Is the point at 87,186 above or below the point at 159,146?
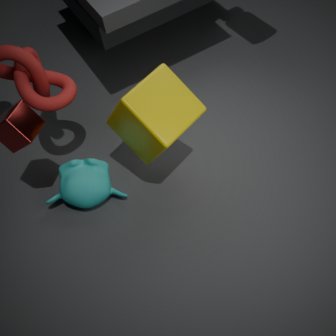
below
